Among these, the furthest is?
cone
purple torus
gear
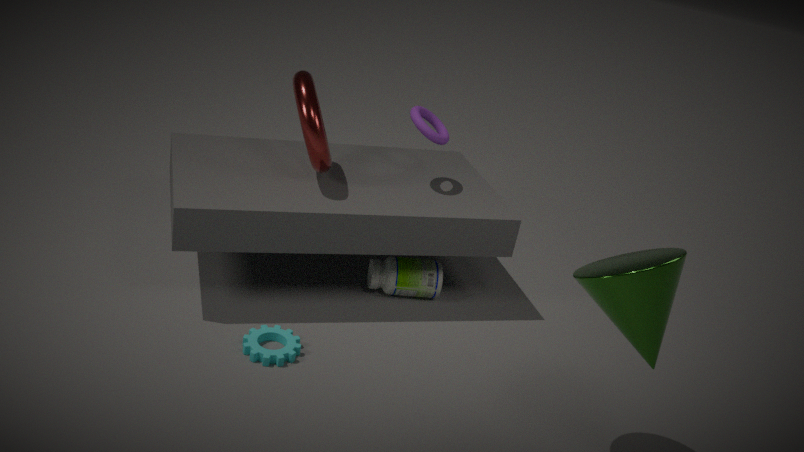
purple torus
